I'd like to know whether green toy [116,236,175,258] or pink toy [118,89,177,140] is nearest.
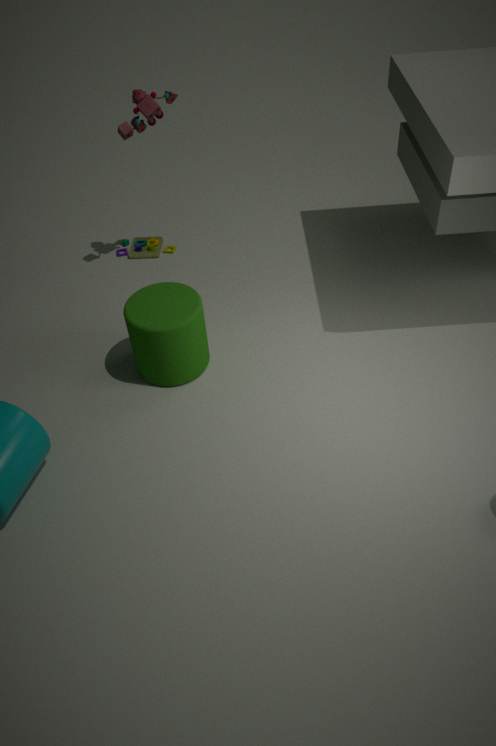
pink toy [118,89,177,140]
